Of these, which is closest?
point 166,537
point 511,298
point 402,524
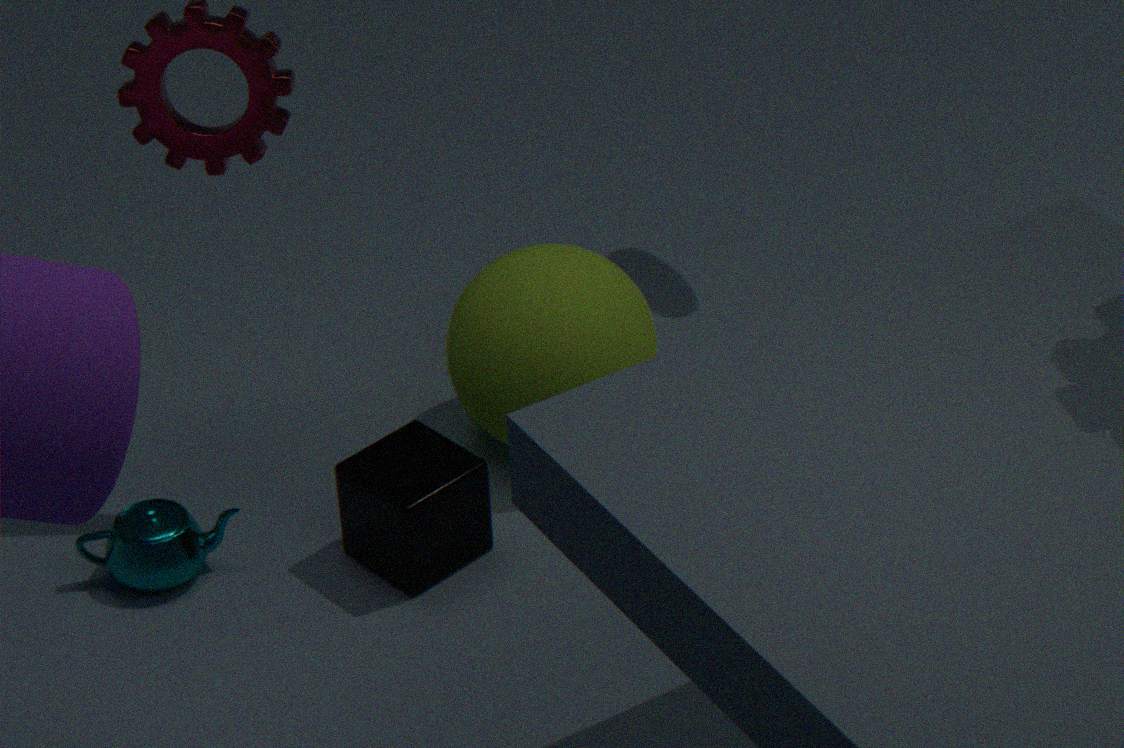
point 402,524
